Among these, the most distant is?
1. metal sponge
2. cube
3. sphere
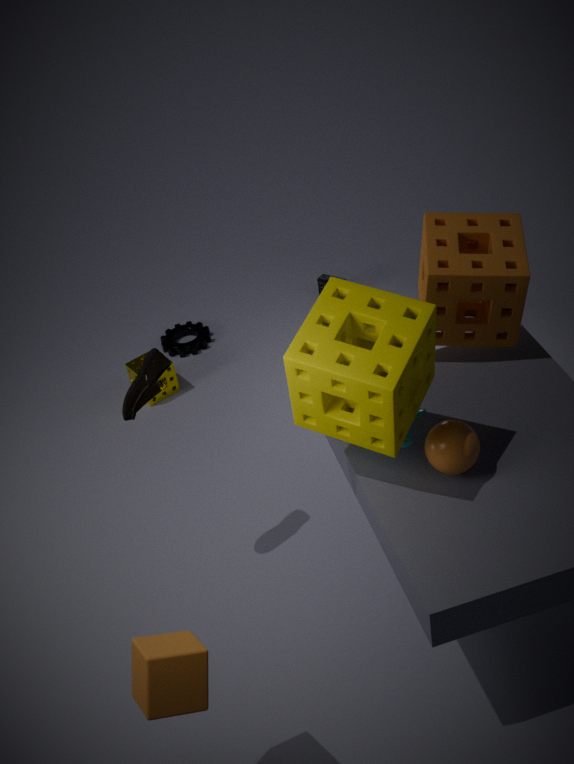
metal sponge
